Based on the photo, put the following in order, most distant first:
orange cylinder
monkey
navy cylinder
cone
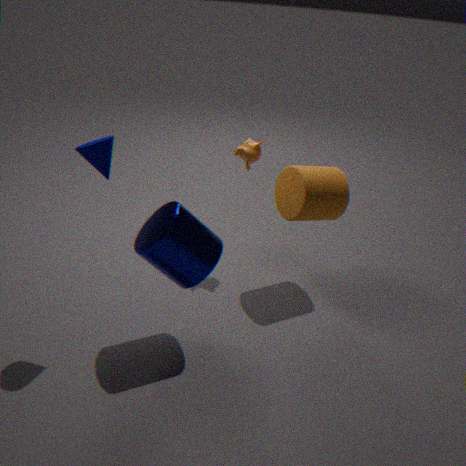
1. monkey
2. orange cylinder
3. navy cylinder
4. cone
